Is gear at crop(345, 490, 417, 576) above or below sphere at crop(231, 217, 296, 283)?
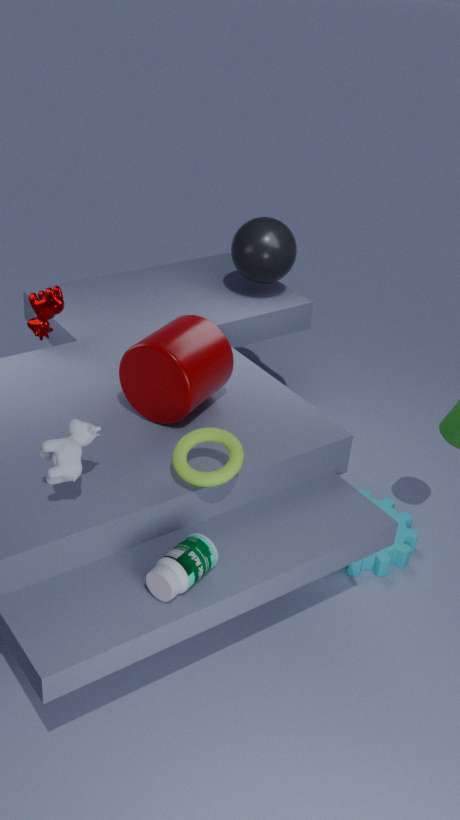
below
